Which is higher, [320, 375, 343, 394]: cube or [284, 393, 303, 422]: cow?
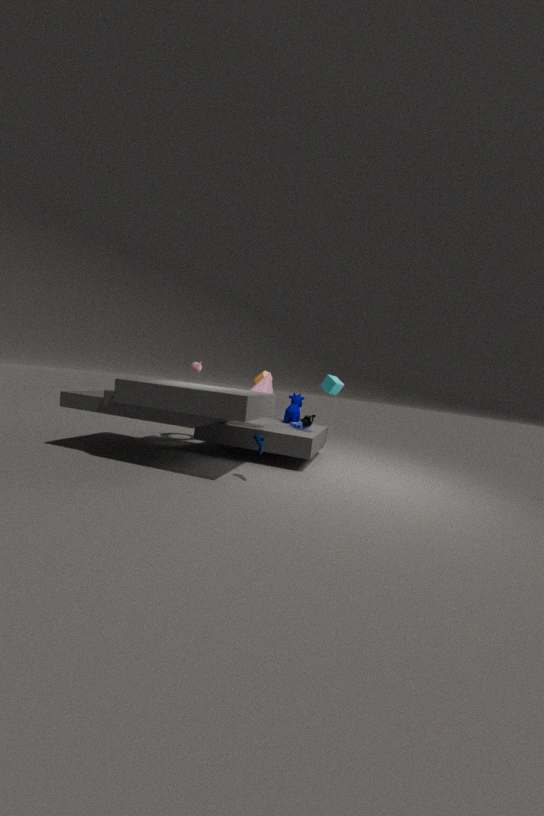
[320, 375, 343, 394]: cube
